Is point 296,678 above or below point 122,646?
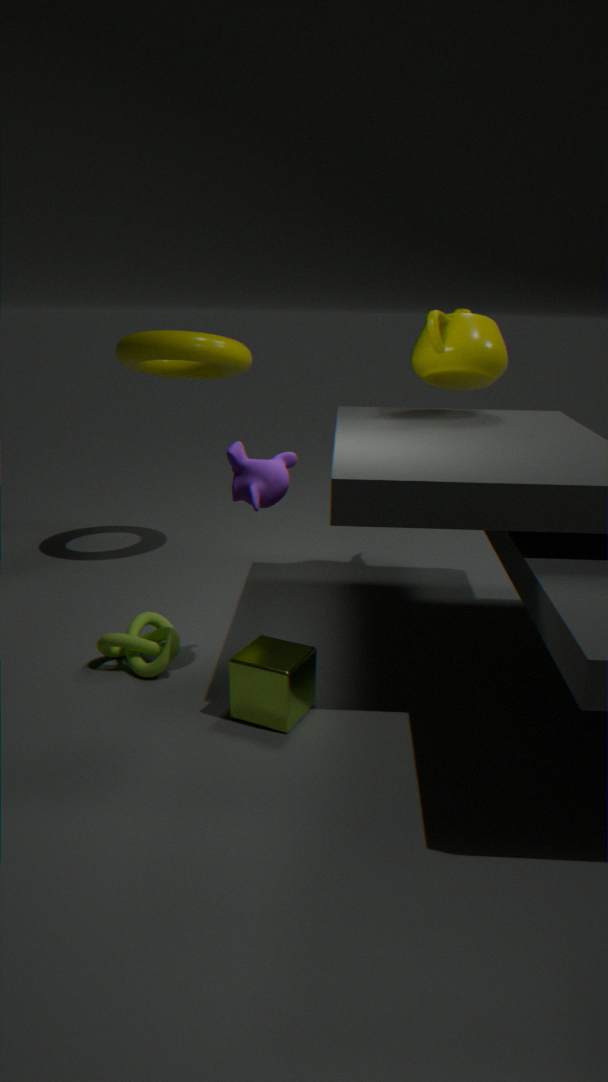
above
